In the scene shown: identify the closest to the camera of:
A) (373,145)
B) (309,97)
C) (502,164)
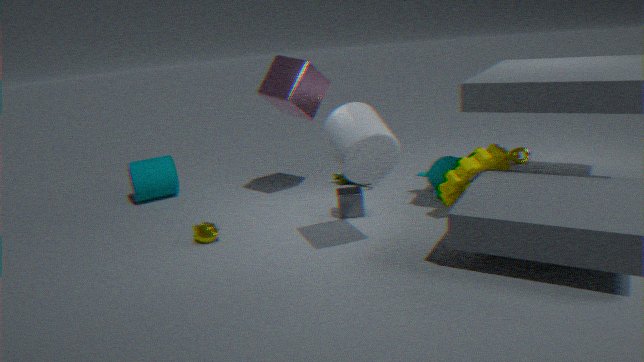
(373,145)
